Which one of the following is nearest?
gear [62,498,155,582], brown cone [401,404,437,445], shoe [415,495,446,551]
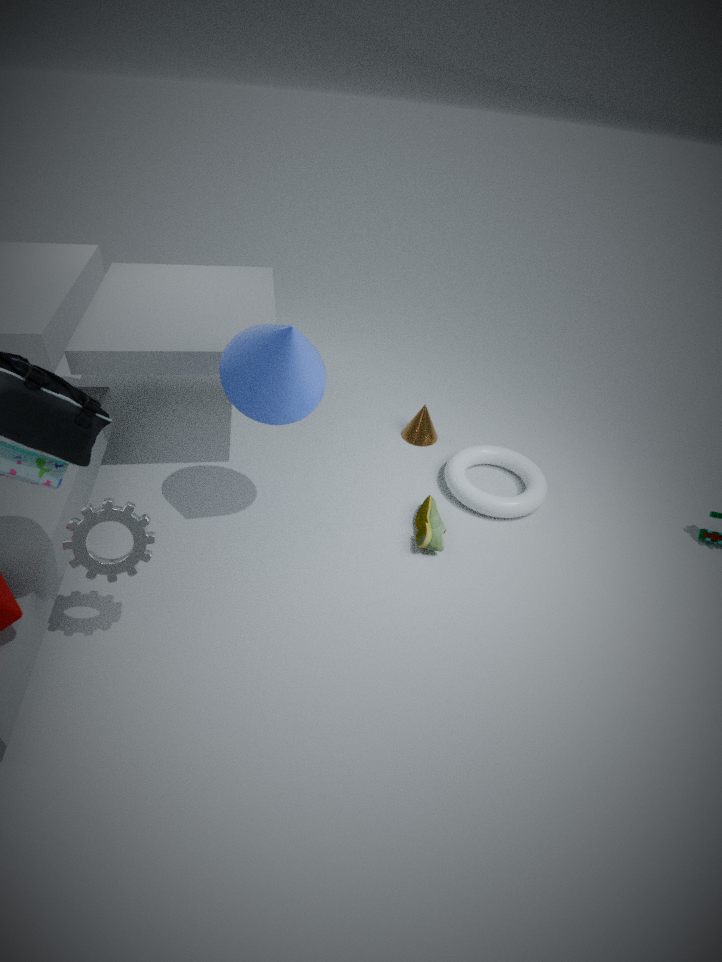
gear [62,498,155,582]
